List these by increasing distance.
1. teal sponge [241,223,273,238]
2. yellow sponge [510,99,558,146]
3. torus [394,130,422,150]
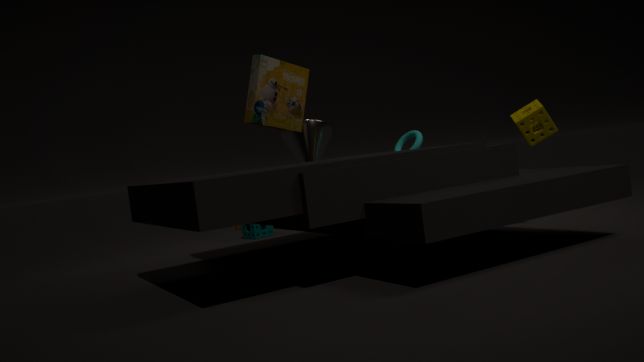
yellow sponge [510,99,558,146]
torus [394,130,422,150]
teal sponge [241,223,273,238]
